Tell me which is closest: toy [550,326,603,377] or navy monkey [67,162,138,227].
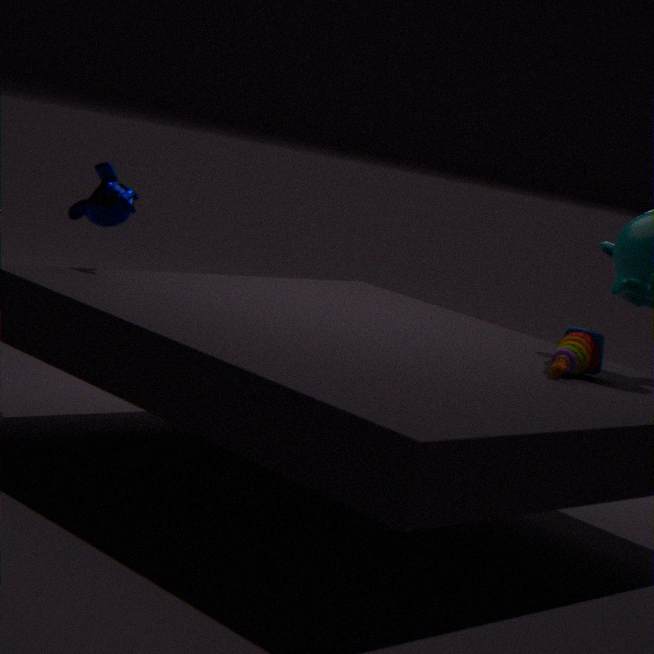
toy [550,326,603,377]
